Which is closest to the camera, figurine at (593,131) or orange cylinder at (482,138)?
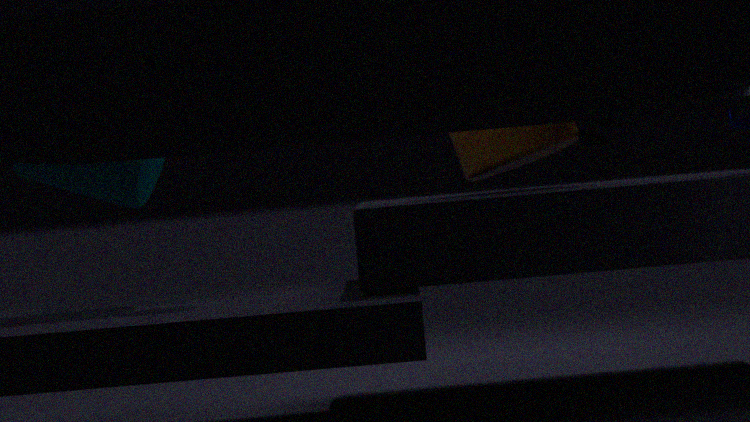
figurine at (593,131)
